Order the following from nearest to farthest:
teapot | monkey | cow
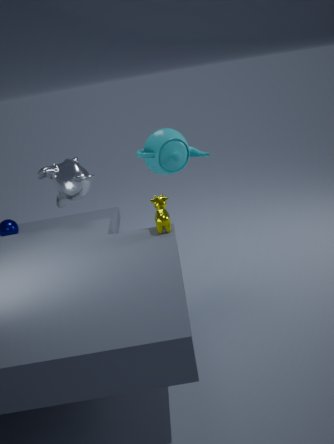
cow
teapot
monkey
